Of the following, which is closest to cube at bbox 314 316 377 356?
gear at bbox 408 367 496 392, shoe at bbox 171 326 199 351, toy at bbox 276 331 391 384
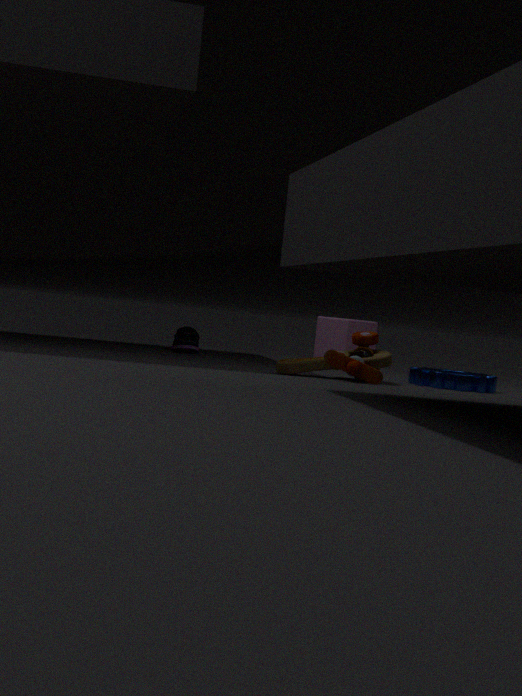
shoe at bbox 171 326 199 351
